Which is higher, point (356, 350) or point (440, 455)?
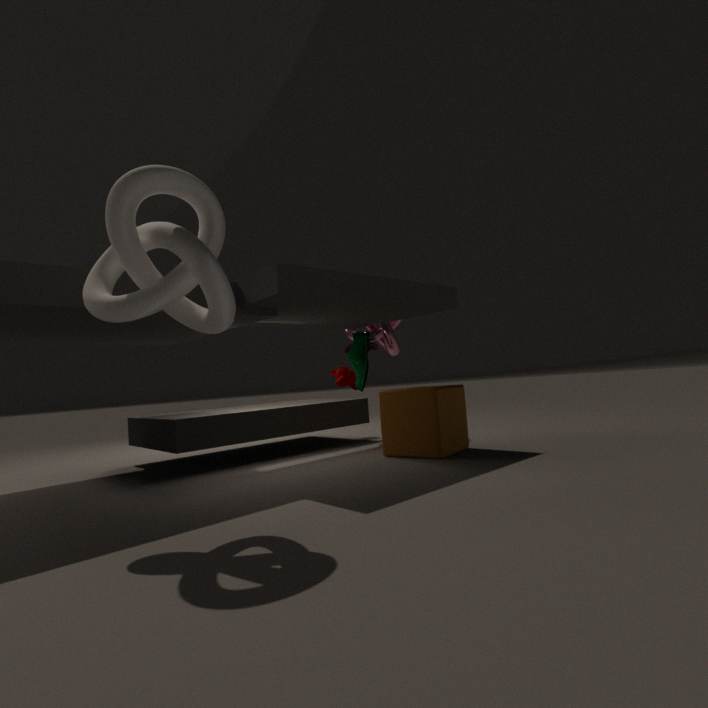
point (356, 350)
